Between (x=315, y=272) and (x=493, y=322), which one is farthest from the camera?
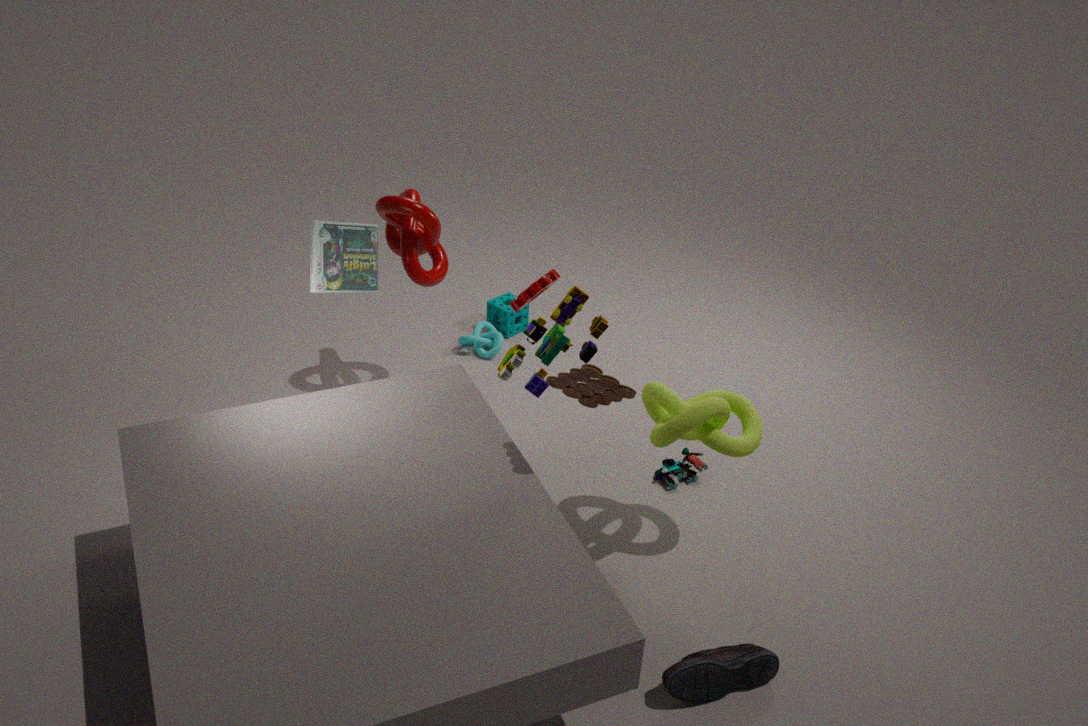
(x=493, y=322)
